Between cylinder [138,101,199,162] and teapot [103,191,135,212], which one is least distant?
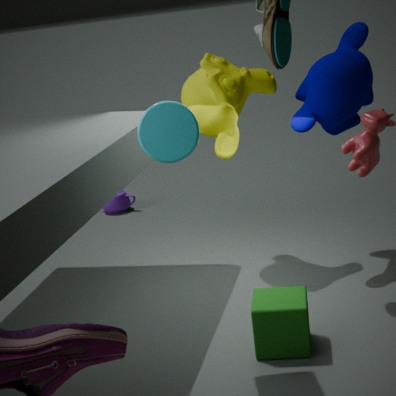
cylinder [138,101,199,162]
